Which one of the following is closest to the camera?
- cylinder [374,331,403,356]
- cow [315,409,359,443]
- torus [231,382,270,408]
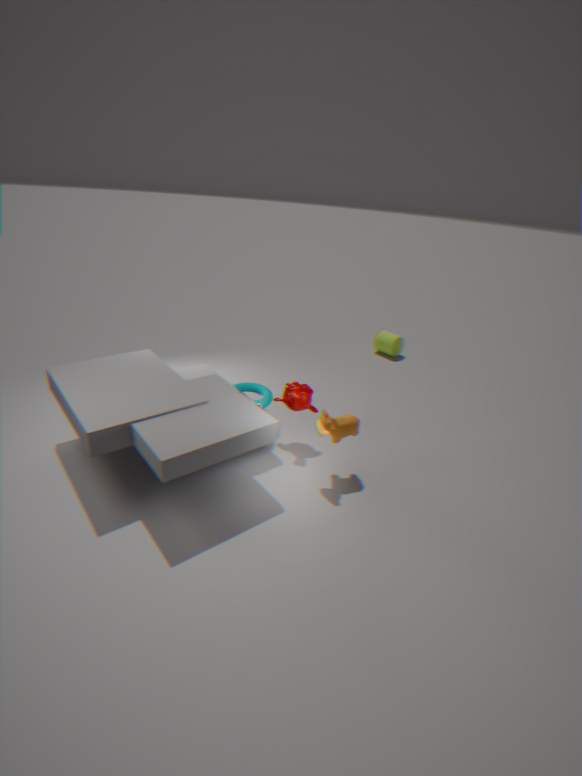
cow [315,409,359,443]
